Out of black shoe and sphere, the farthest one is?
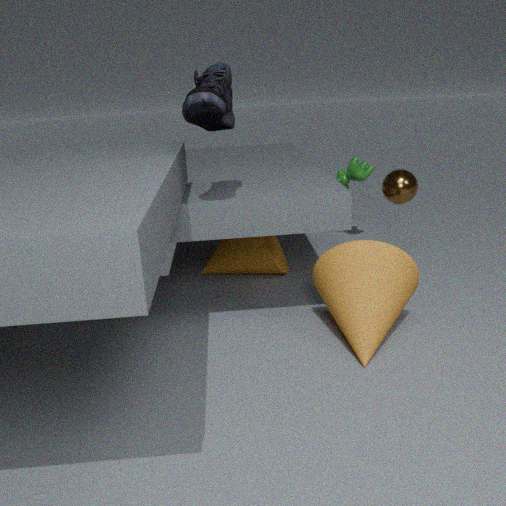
sphere
